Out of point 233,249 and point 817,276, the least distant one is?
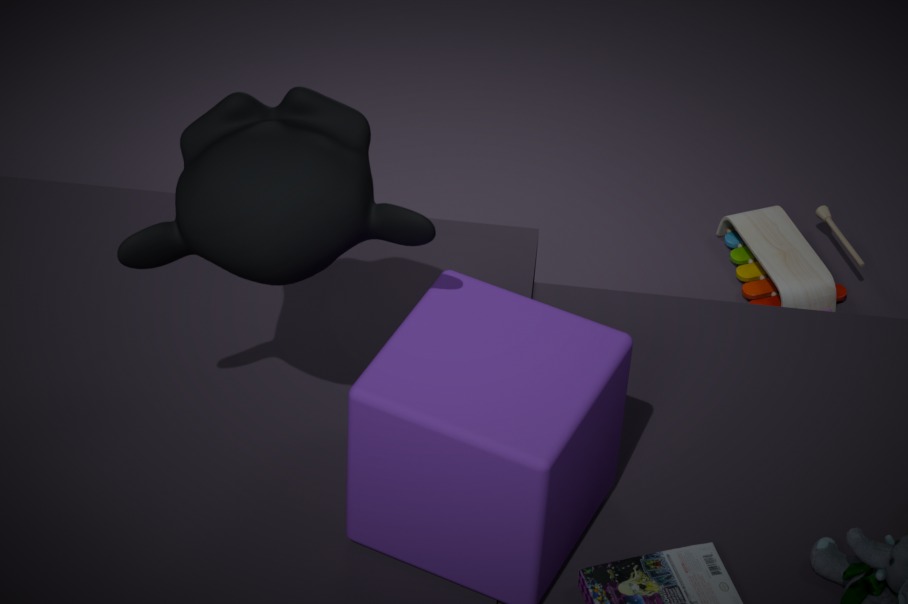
point 233,249
